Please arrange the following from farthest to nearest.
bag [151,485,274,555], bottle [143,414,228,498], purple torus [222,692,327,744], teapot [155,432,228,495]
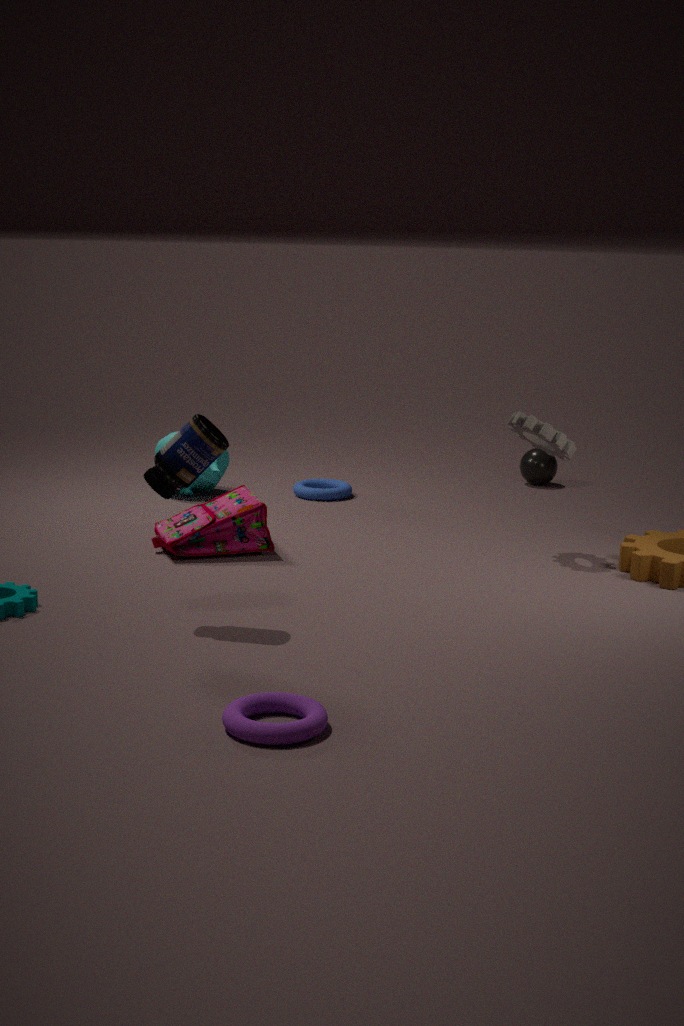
1. teapot [155,432,228,495]
2. bag [151,485,274,555]
3. bottle [143,414,228,498]
4. purple torus [222,692,327,744]
